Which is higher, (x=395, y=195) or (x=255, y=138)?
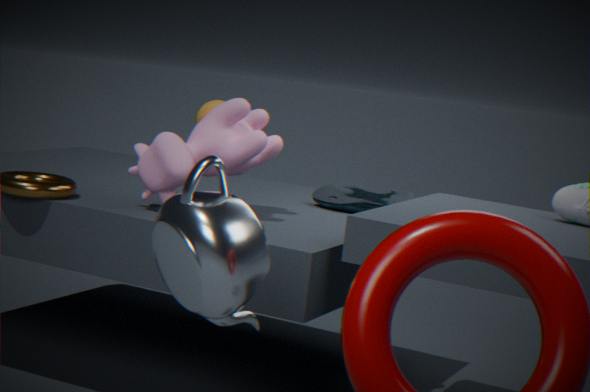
(x=255, y=138)
